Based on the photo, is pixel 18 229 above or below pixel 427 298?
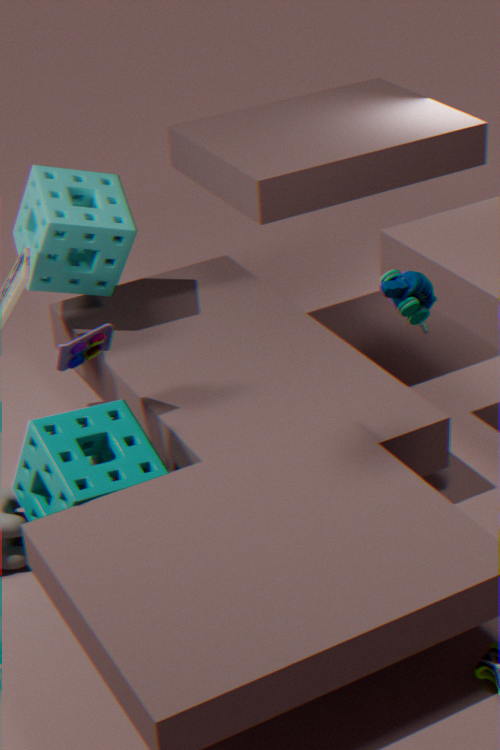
below
